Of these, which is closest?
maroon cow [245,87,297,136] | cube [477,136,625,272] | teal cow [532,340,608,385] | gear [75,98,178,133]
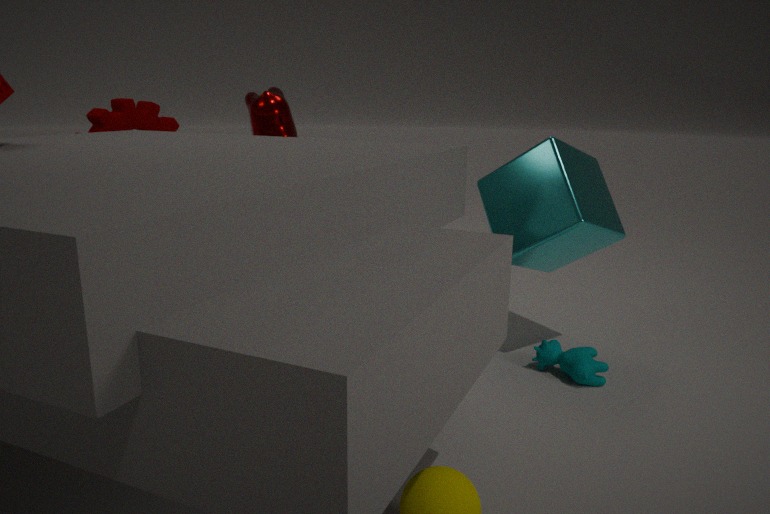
teal cow [532,340,608,385]
